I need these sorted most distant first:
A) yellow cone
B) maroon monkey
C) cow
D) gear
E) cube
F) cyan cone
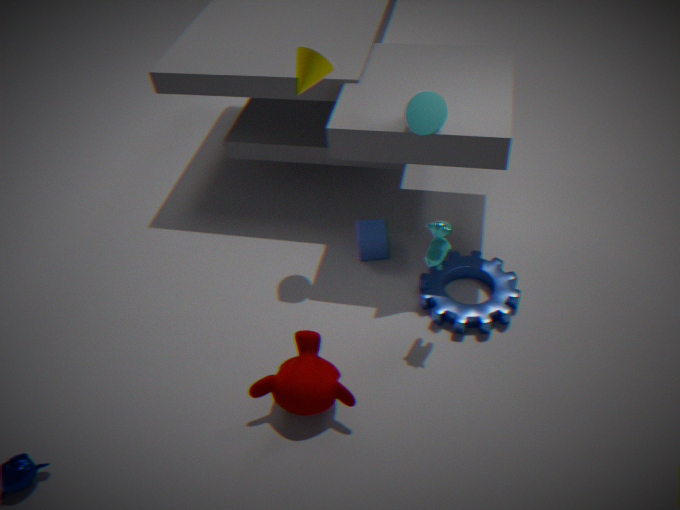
cube
gear
yellow cone
cyan cone
cow
maroon monkey
